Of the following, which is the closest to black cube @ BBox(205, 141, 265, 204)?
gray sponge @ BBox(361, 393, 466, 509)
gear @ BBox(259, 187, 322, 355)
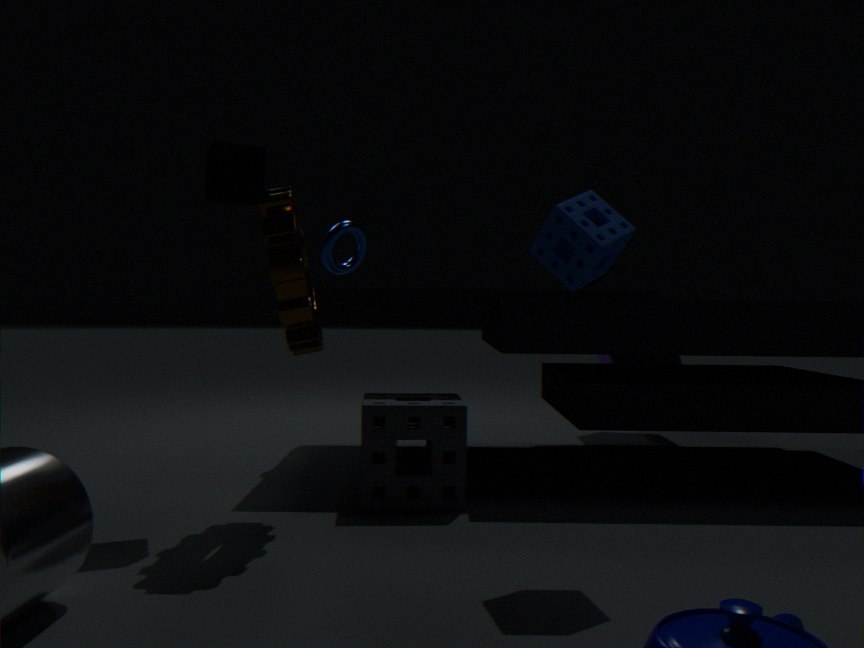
gear @ BBox(259, 187, 322, 355)
